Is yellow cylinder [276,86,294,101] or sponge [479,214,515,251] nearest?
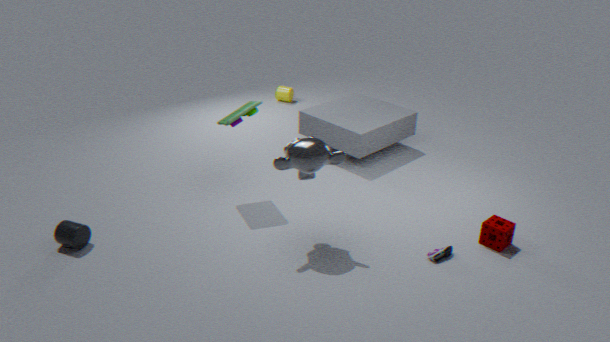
sponge [479,214,515,251]
